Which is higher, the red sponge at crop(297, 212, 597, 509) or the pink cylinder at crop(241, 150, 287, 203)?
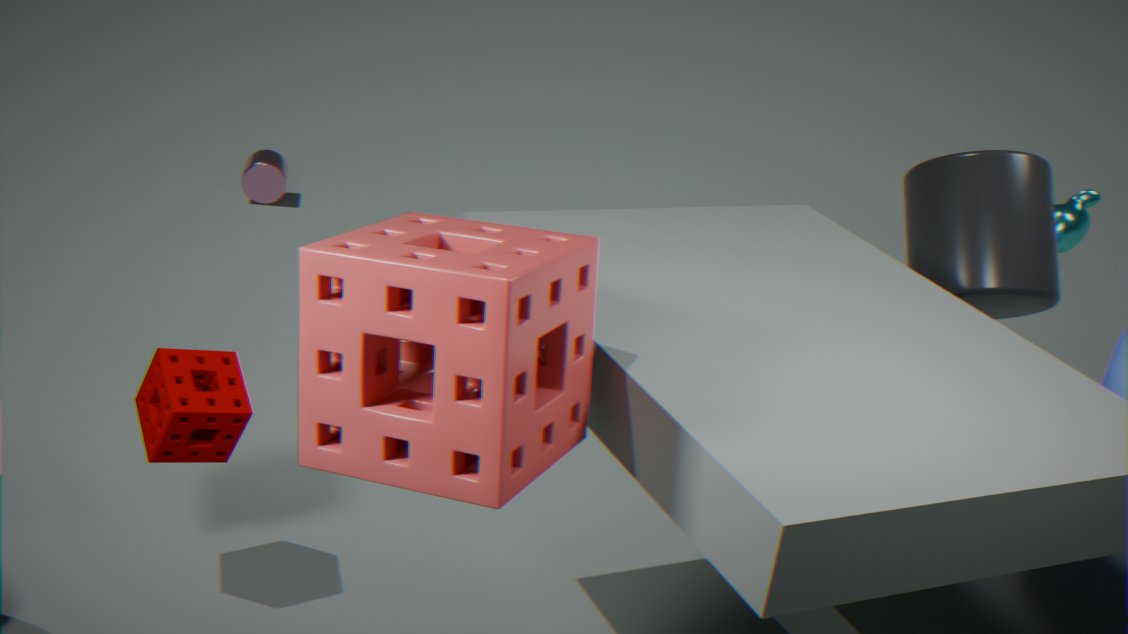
the red sponge at crop(297, 212, 597, 509)
